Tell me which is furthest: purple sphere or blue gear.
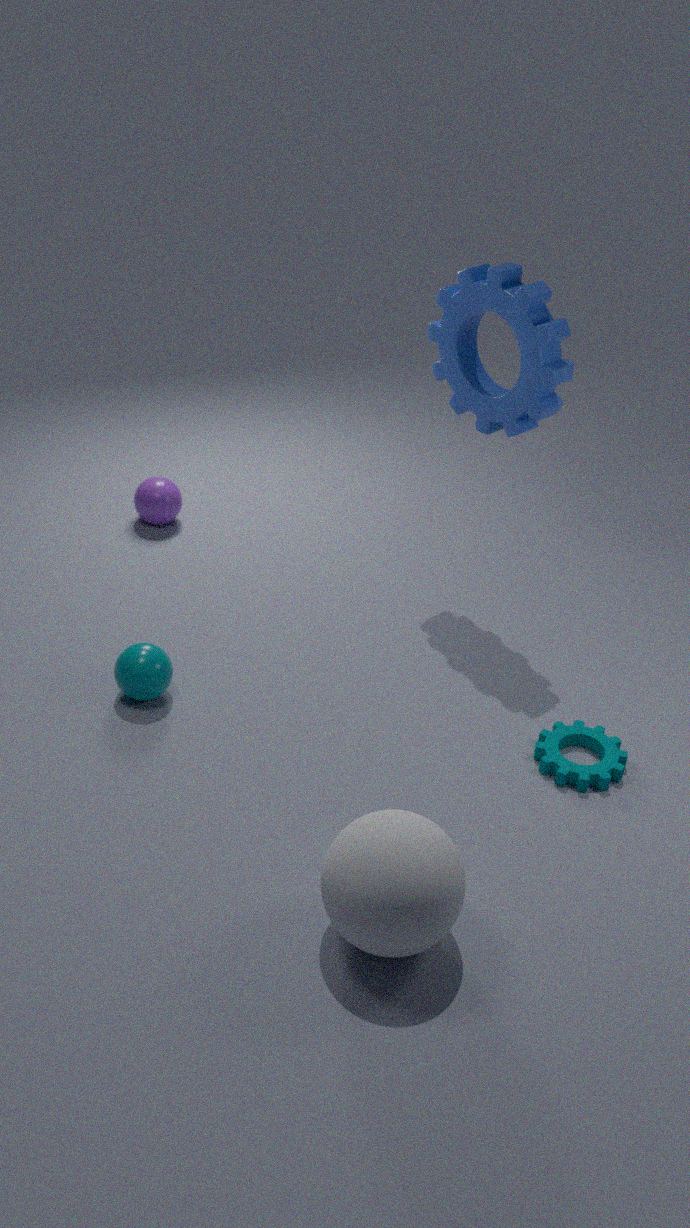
purple sphere
